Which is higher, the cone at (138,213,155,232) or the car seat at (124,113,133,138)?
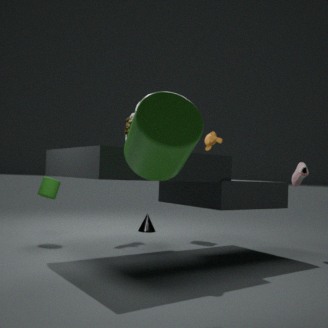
the car seat at (124,113,133,138)
